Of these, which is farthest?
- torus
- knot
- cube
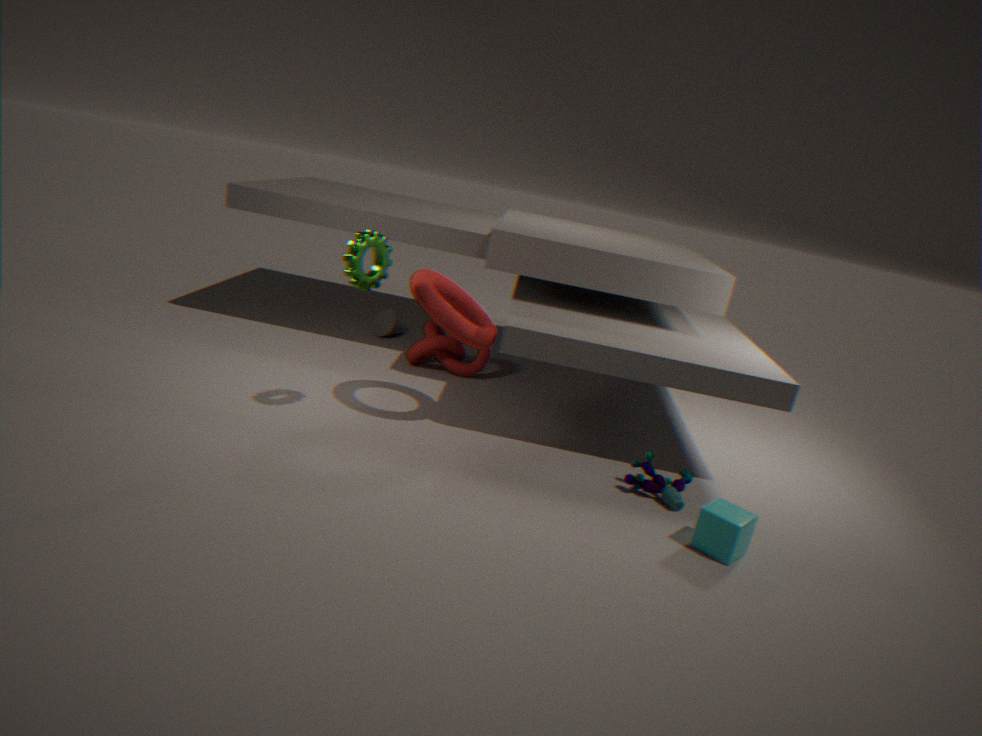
knot
